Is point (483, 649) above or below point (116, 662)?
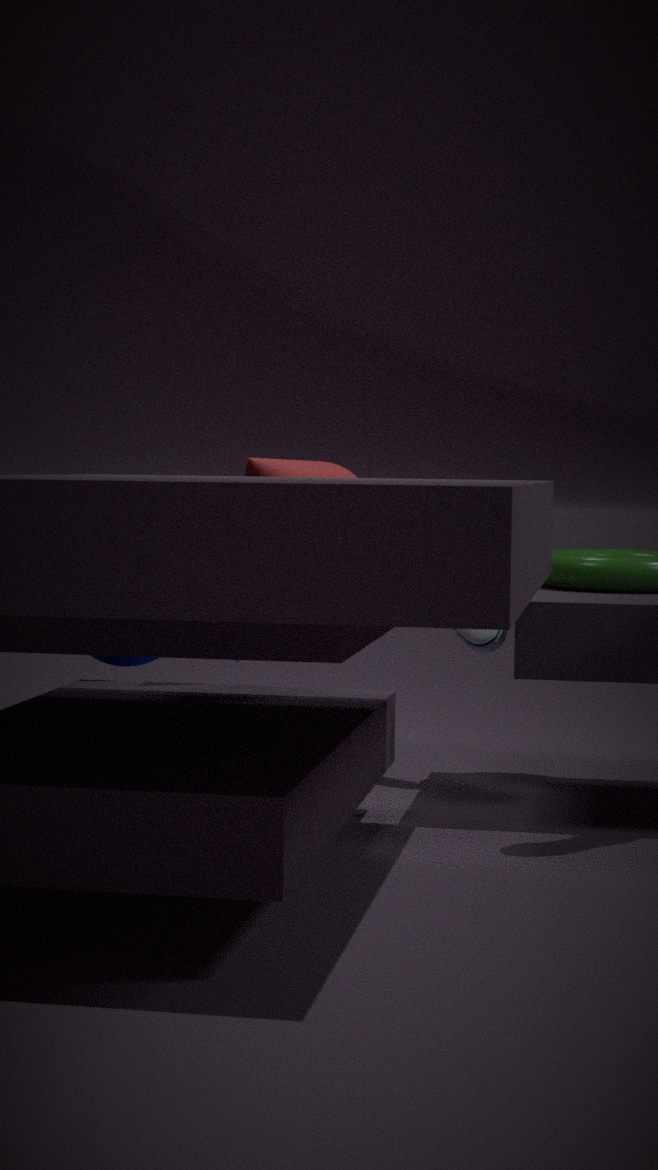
above
